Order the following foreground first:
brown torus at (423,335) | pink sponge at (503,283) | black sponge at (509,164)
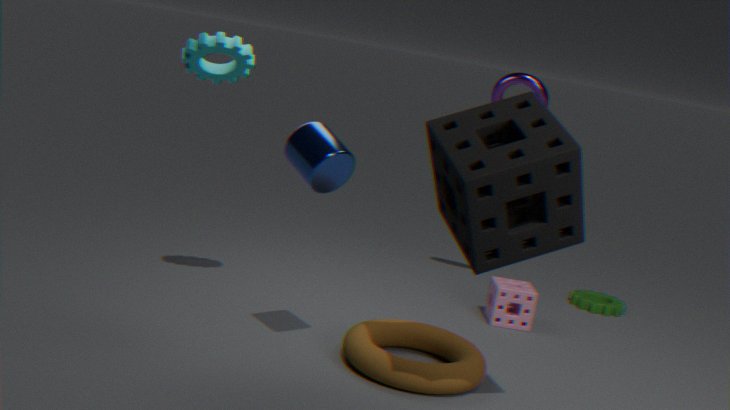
black sponge at (509,164) → brown torus at (423,335) → pink sponge at (503,283)
